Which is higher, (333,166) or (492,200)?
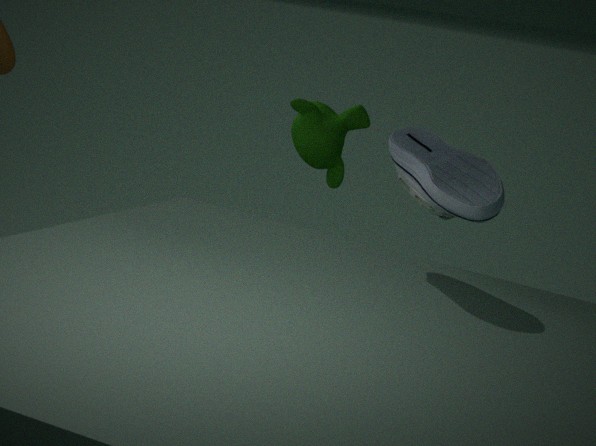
(492,200)
